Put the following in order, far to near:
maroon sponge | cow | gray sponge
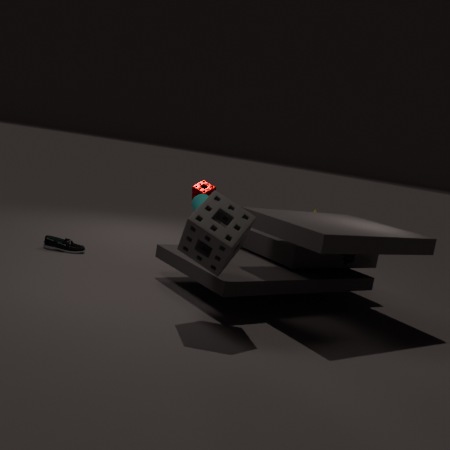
maroon sponge < cow < gray sponge
